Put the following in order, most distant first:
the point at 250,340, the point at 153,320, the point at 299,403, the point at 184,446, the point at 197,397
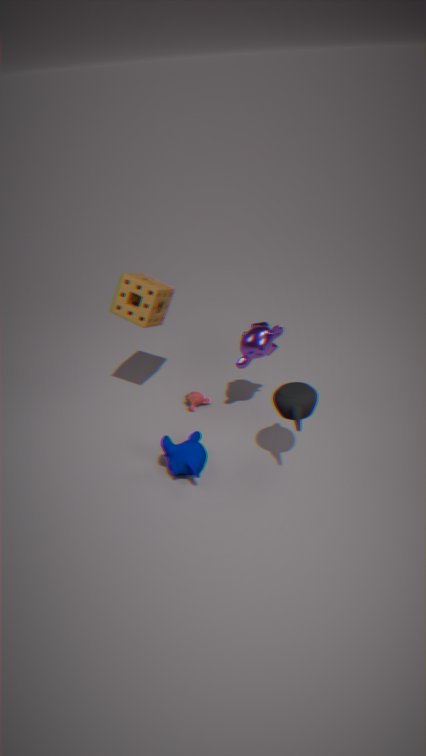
1. the point at 197,397
2. the point at 153,320
3. the point at 250,340
4. the point at 184,446
5. the point at 299,403
